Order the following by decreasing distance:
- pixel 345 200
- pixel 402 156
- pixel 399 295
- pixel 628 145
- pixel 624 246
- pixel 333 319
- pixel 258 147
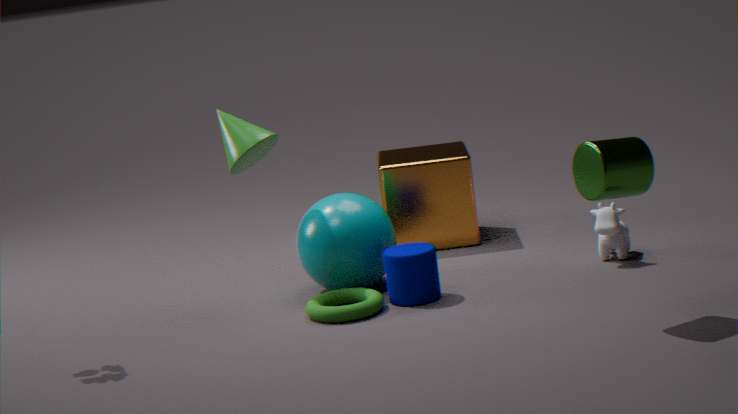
1. pixel 402 156
2. pixel 624 246
3. pixel 345 200
4. pixel 258 147
5. pixel 399 295
6. pixel 333 319
7. pixel 628 145
